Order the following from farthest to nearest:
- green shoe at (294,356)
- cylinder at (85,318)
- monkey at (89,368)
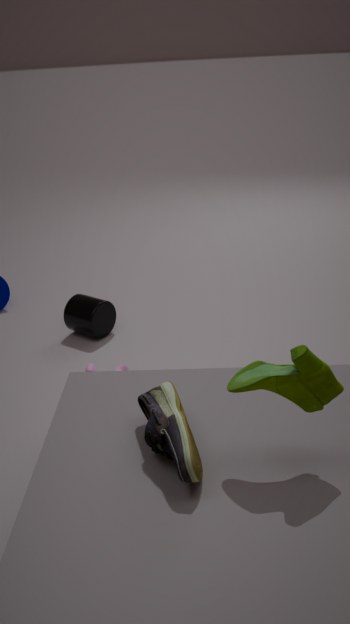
1. cylinder at (85,318)
2. monkey at (89,368)
3. green shoe at (294,356)
